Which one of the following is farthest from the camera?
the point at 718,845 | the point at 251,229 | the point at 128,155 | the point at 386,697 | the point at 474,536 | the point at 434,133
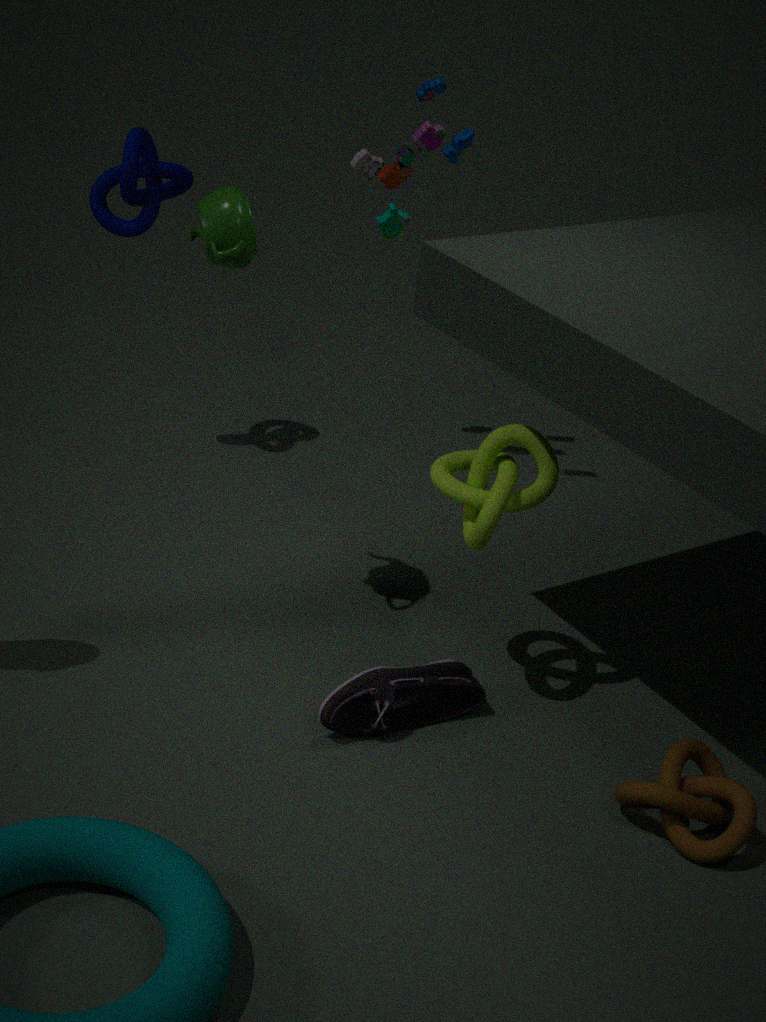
the point at 434,133
